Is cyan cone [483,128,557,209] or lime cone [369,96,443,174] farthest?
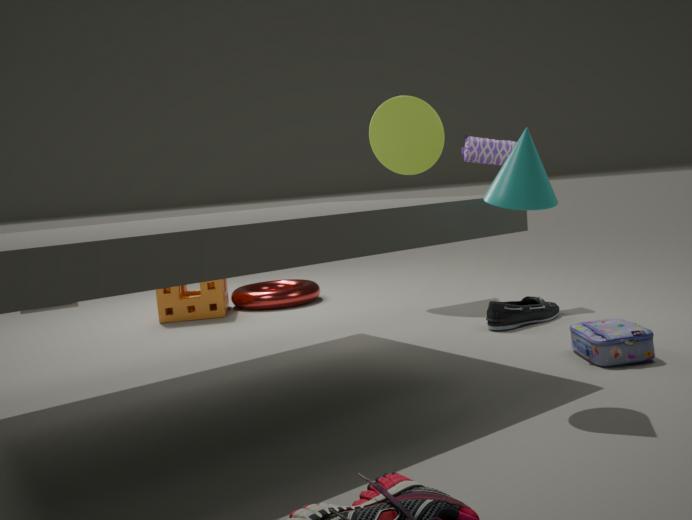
lime cone [369,96,443,174]
